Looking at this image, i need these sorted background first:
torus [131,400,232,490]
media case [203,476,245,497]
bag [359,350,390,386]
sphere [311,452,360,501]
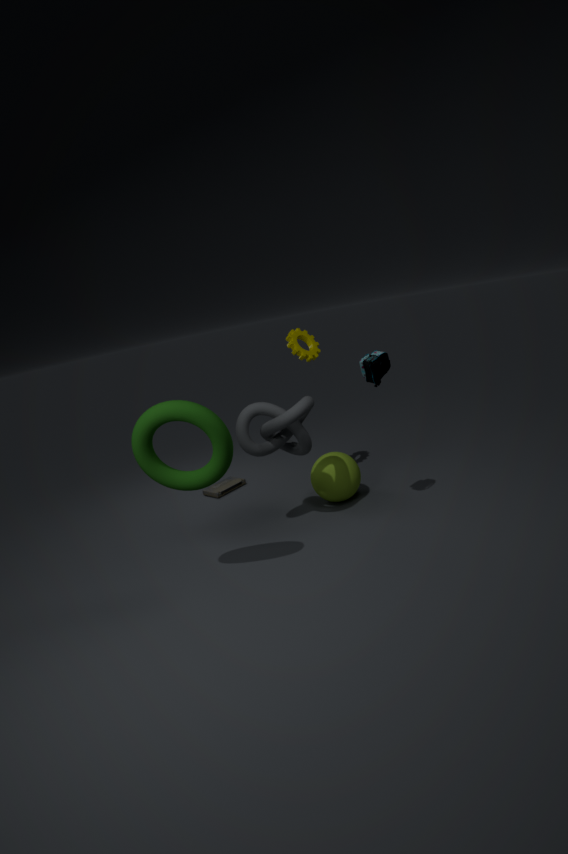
media case [203,476,245,497], sphere [311,452,360,501], bag [359,350,390,386], torus [131,400,232,490]
